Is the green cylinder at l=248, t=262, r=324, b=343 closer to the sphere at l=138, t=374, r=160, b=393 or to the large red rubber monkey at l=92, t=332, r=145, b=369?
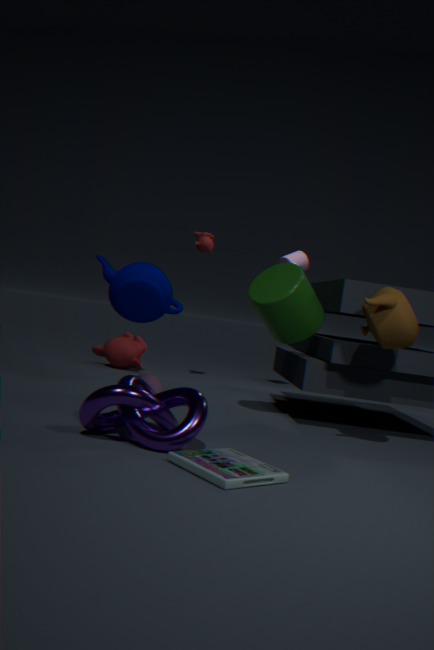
the sphere at l=138, t=374, r=160, b=393
